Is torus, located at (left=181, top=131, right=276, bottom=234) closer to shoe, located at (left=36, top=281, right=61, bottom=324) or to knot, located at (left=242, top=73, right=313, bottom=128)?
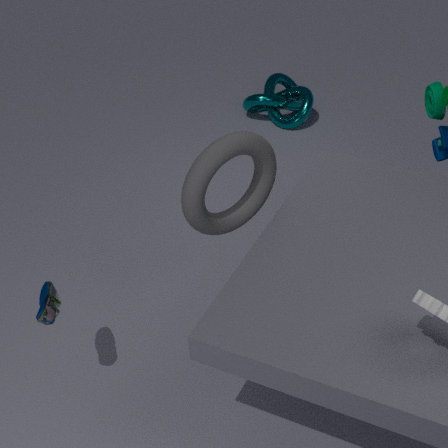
shoe, located at (left=36, top=281, right=61, bottom=324)
